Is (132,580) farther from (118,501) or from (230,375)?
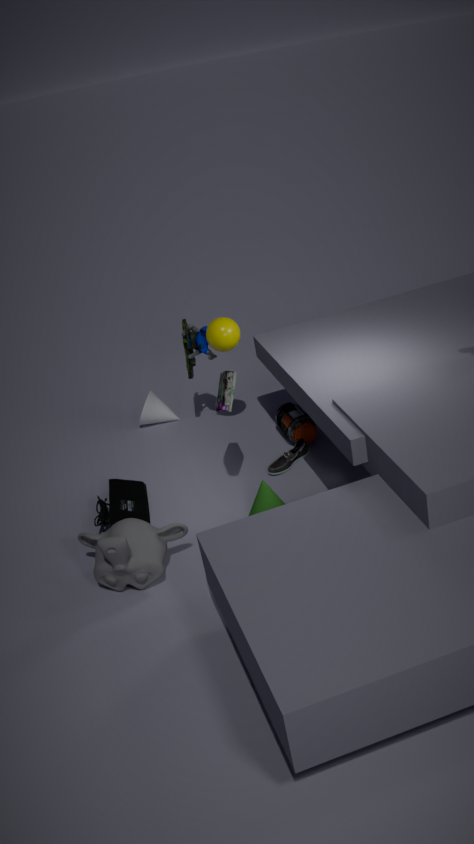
(230,375)
